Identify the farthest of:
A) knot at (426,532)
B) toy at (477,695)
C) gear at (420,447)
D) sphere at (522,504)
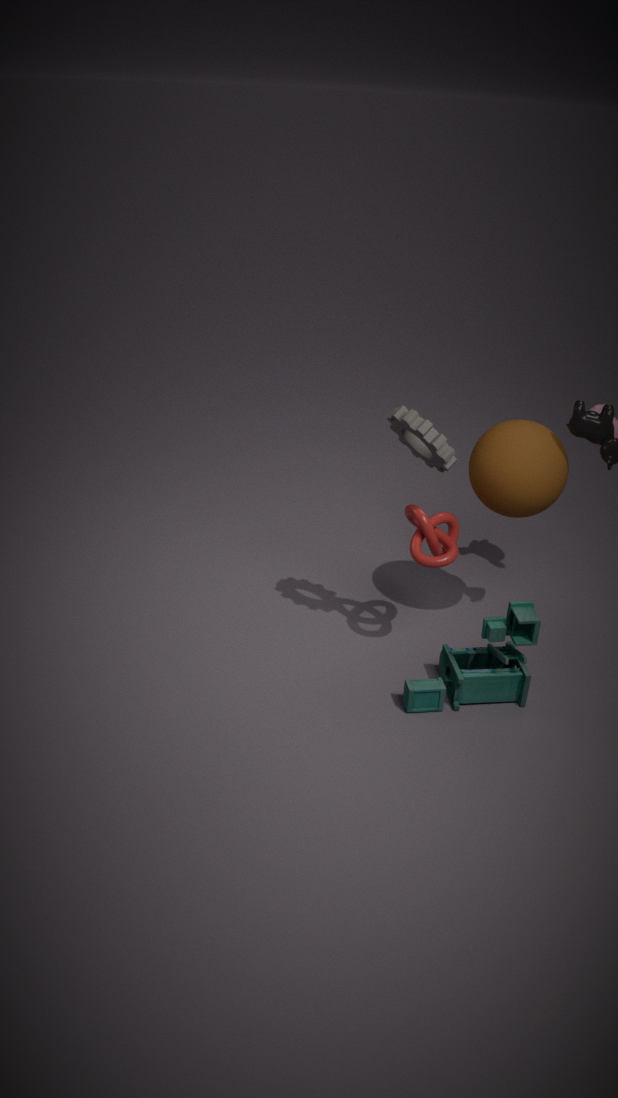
knot at (426,532)
